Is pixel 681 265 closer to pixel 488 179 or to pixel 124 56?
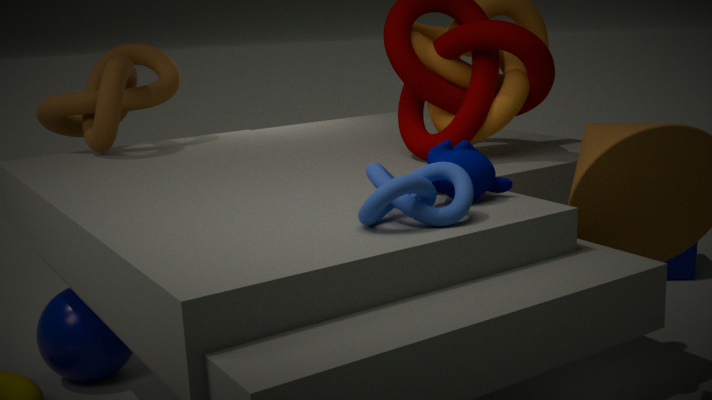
pixel 488 179
